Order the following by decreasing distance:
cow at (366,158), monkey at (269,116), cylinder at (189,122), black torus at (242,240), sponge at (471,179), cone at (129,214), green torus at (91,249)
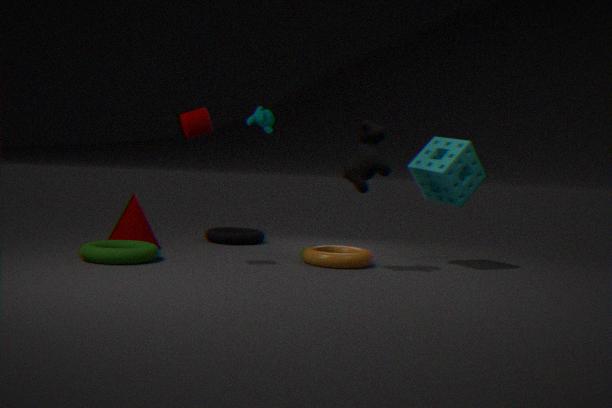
black torus at (242,240)
cone at (129,214)
sponge at (471,179)
monkey at (269,116)
cow at (366,158)
cylinder at (189,122)
green torus at (91,249)
